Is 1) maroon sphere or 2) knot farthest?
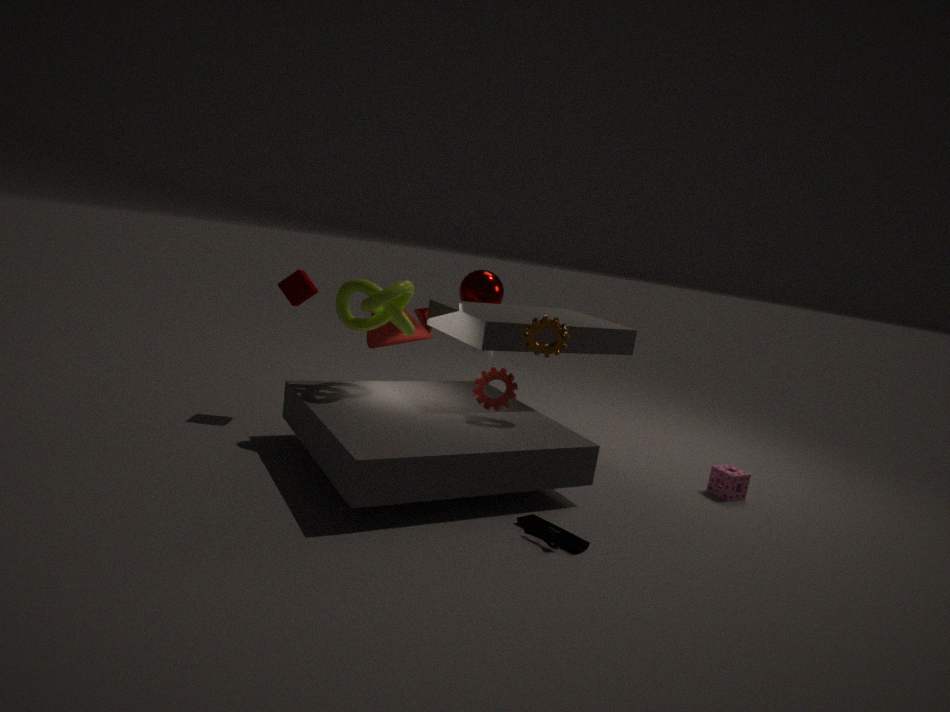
1. maroon sphere
